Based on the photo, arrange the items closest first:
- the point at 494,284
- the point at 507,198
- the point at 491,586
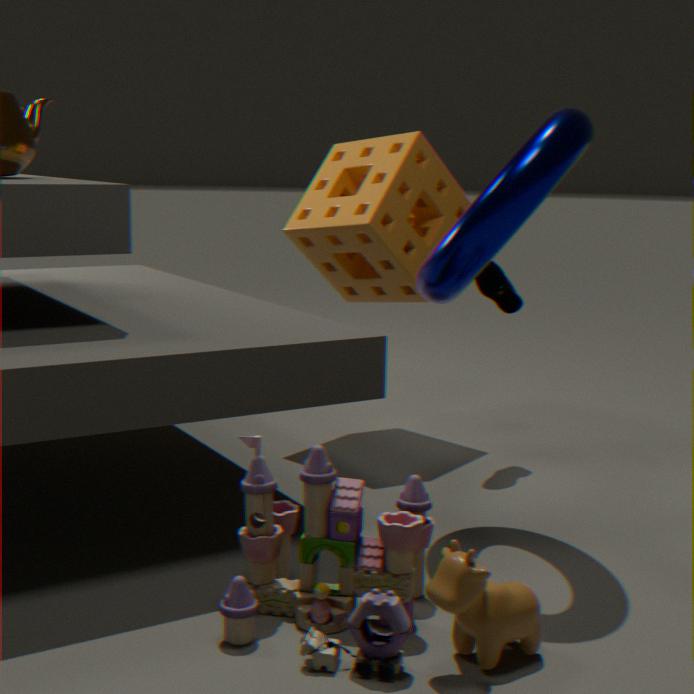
1. the point at 491,586
2. the point at 507,198
3. the point at 494,284
